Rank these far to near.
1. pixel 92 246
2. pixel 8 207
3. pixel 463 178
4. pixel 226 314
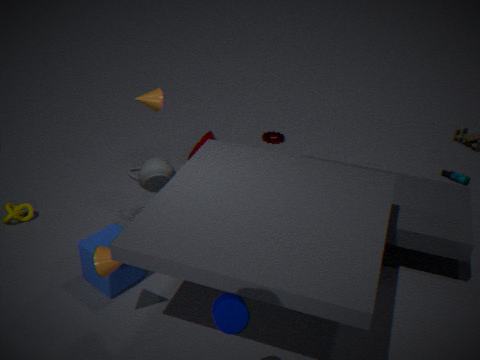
pixel 463 178 < pixel 8 207 < pixel 92 246 < pixel 226 314
